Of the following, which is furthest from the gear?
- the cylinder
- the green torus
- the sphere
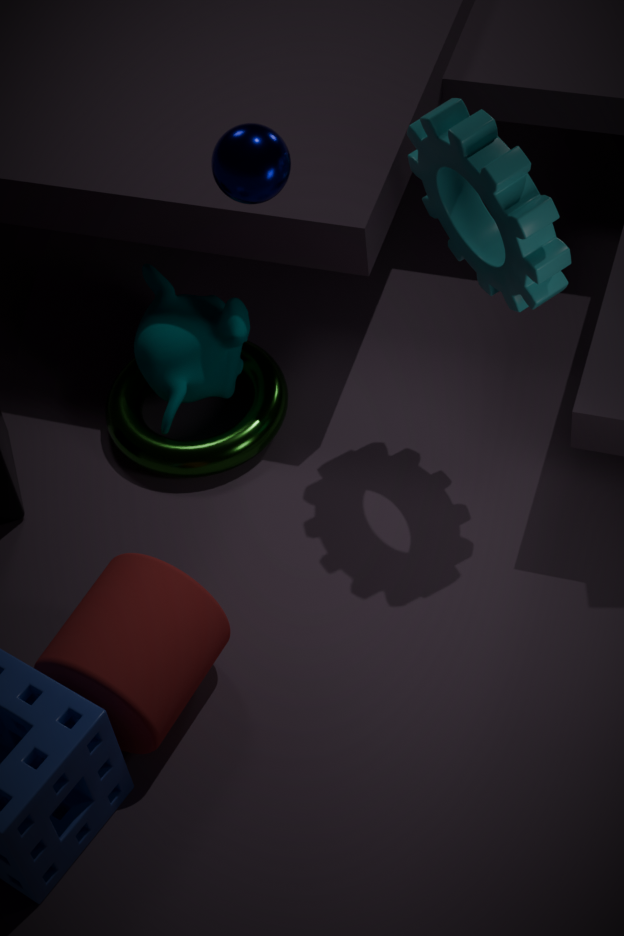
the cylinder
